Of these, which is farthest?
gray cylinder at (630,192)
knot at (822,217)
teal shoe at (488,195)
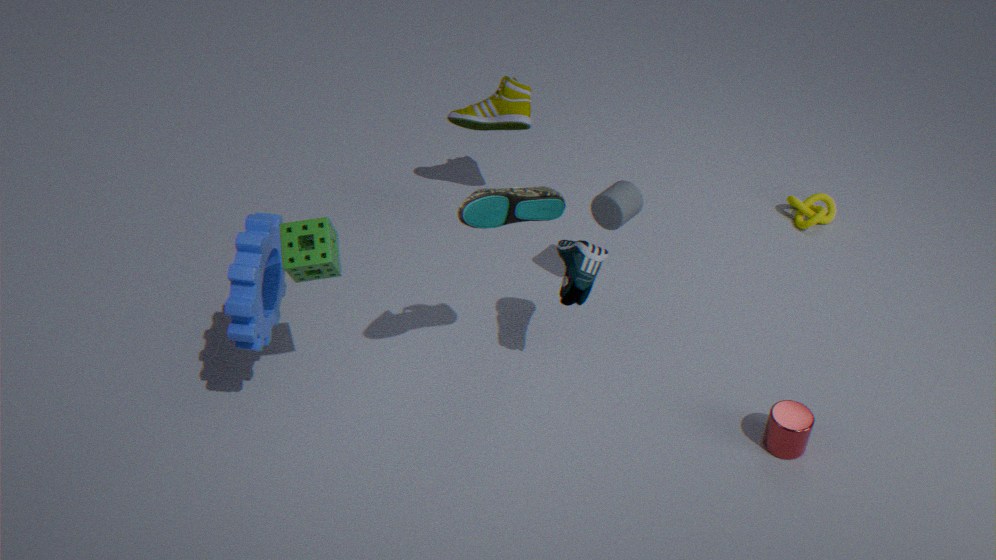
knot at (822,217)
